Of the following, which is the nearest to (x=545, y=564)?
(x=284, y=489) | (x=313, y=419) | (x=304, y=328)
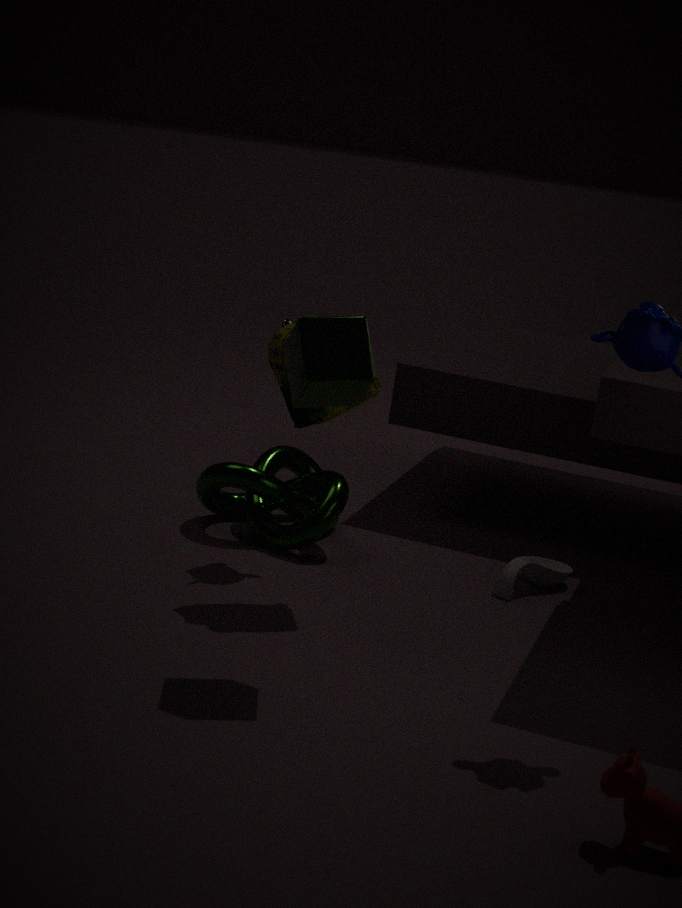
(x=284, y=489)
